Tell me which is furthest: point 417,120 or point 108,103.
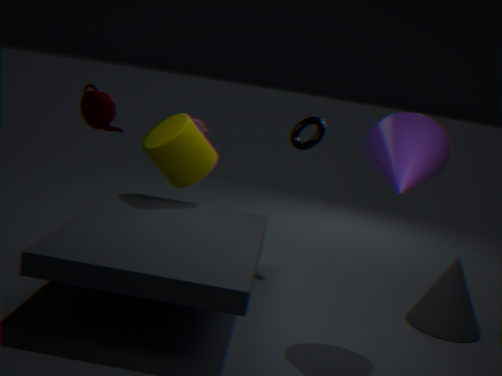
point 417,120
